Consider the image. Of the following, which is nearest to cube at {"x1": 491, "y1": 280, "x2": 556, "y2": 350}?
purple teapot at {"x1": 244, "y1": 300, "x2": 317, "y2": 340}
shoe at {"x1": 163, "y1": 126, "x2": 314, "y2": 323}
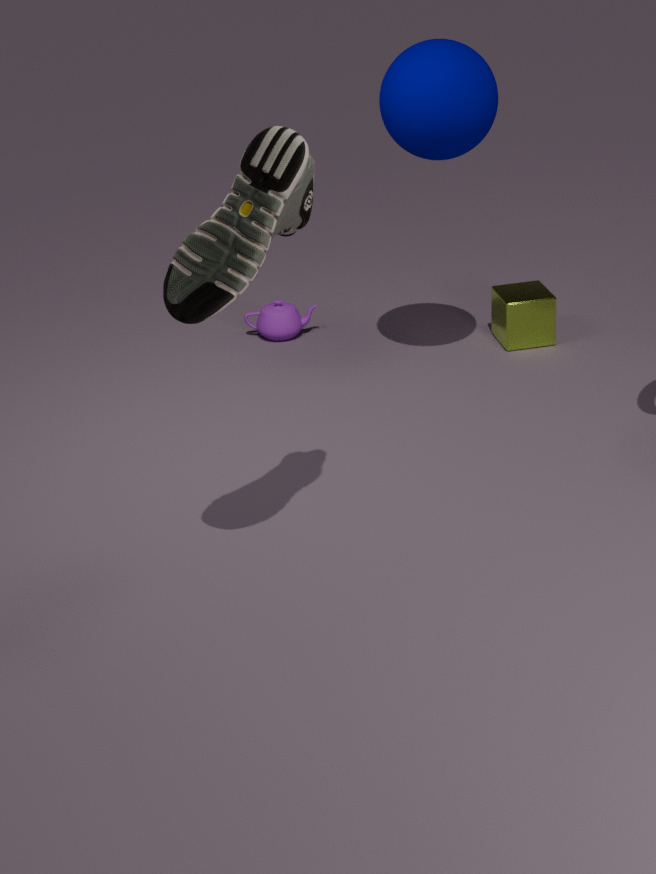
purple teapot at {"x1": 244, "y1": 300, "x2": 317, "y2": 340}
